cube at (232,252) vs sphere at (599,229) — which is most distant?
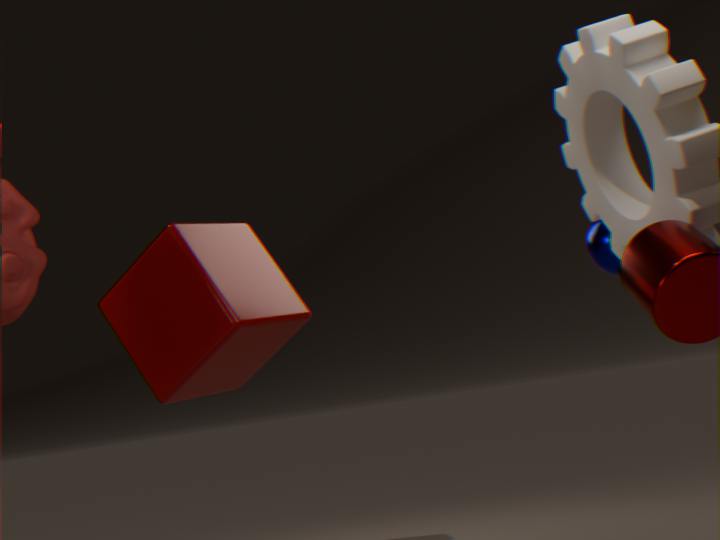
cube at (232,252)
